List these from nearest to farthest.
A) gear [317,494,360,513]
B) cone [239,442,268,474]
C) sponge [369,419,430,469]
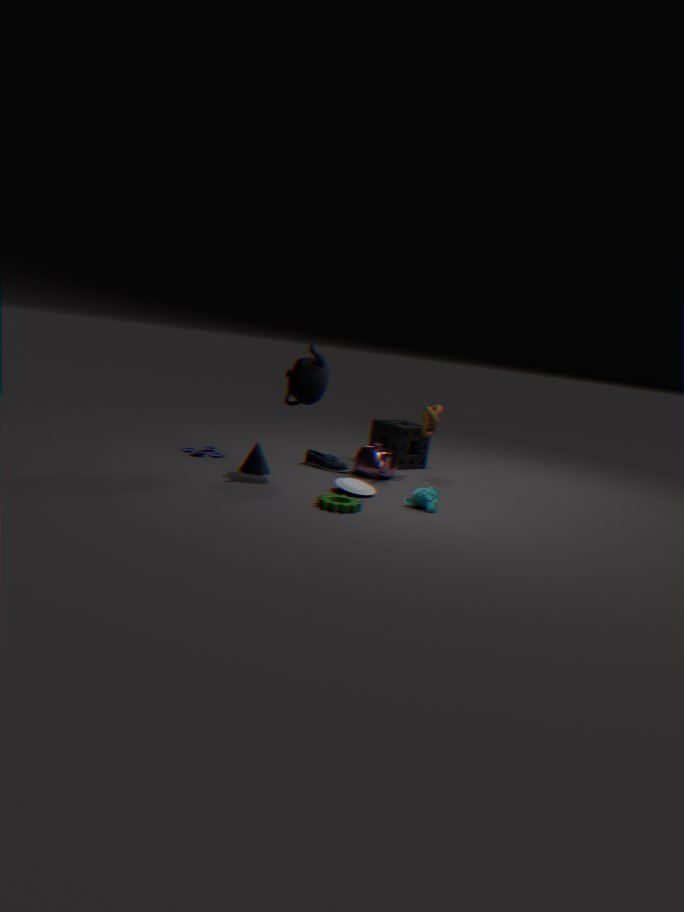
gear [317,494,360,513]
cone [239,442,268,474]
sponge [369,419,430,469]
